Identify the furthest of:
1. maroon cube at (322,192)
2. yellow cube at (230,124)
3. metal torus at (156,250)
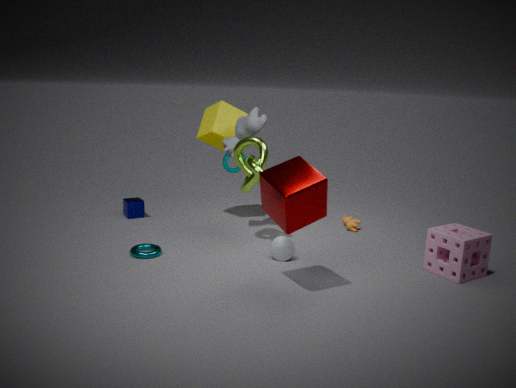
yellow cube at (230,124)
